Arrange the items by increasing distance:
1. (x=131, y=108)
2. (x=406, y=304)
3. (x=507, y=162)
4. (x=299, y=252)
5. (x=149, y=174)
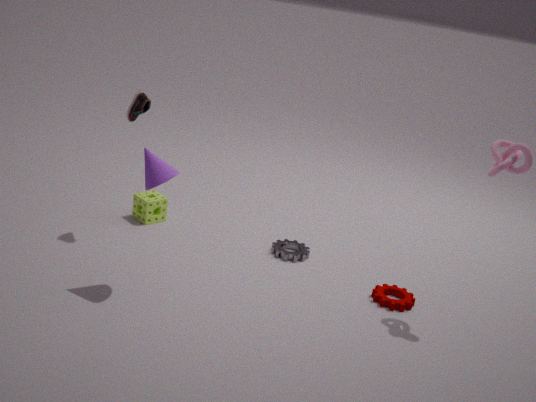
(x=149, y=174)
(x=507, y=162)
(x=406, y=304)
(x=131, y=108)
(x=299, y=252)
